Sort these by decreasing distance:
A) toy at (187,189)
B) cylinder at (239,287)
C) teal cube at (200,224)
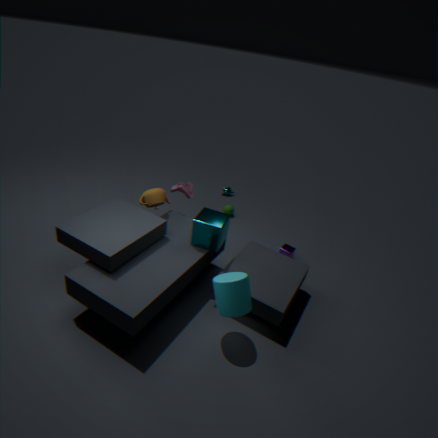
1. toy at (187,189)
2. teal cube at (200,224)
3. cylinder at (239,287)
